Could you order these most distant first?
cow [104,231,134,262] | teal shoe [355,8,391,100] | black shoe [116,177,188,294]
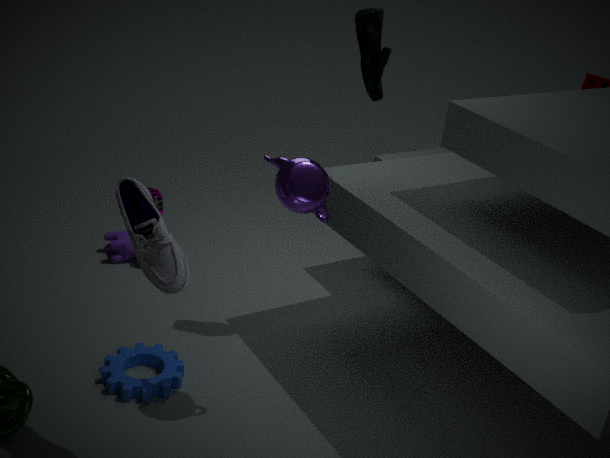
cow [104,231,134,262]
teal shoe [355,8,391,100]
black shoe [116,177,188,294]
